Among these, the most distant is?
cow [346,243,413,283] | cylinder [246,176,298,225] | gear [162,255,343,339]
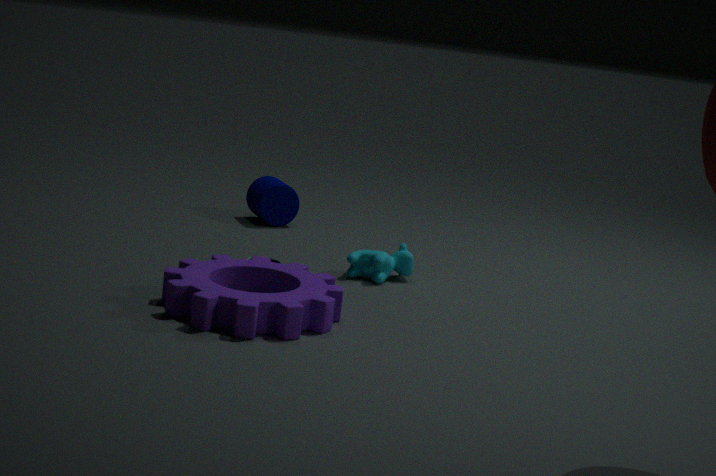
cylinder [246,176,298,225]
